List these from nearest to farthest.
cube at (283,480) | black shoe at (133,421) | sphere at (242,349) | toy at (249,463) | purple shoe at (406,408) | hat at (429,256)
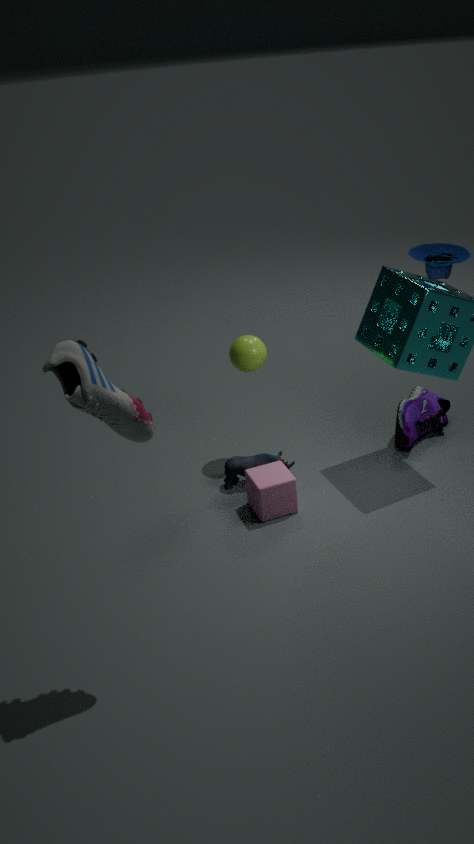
black shoe at (133,421) < cube at (283,480) < hat at (429,256) < toy at (249,463) < sphere at (242,349) < purple shoe at (406,408)
